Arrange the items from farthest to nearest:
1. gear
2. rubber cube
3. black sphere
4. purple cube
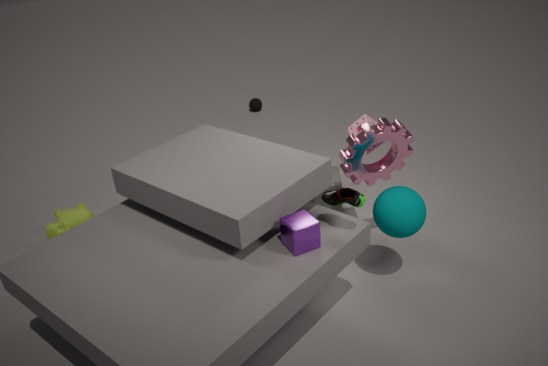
black sphere < rubber cube < gear < purple cube
